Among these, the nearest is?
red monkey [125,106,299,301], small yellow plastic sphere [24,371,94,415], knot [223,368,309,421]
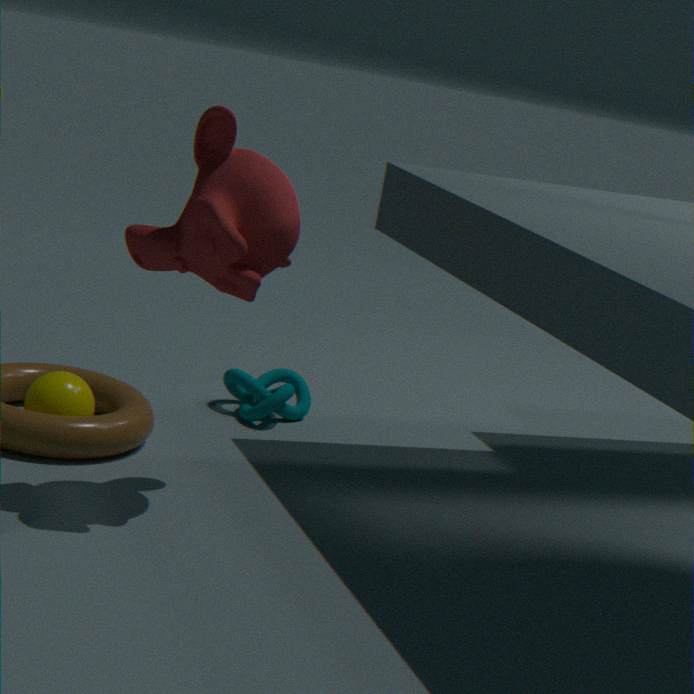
red monkey [125,106,299,301]
